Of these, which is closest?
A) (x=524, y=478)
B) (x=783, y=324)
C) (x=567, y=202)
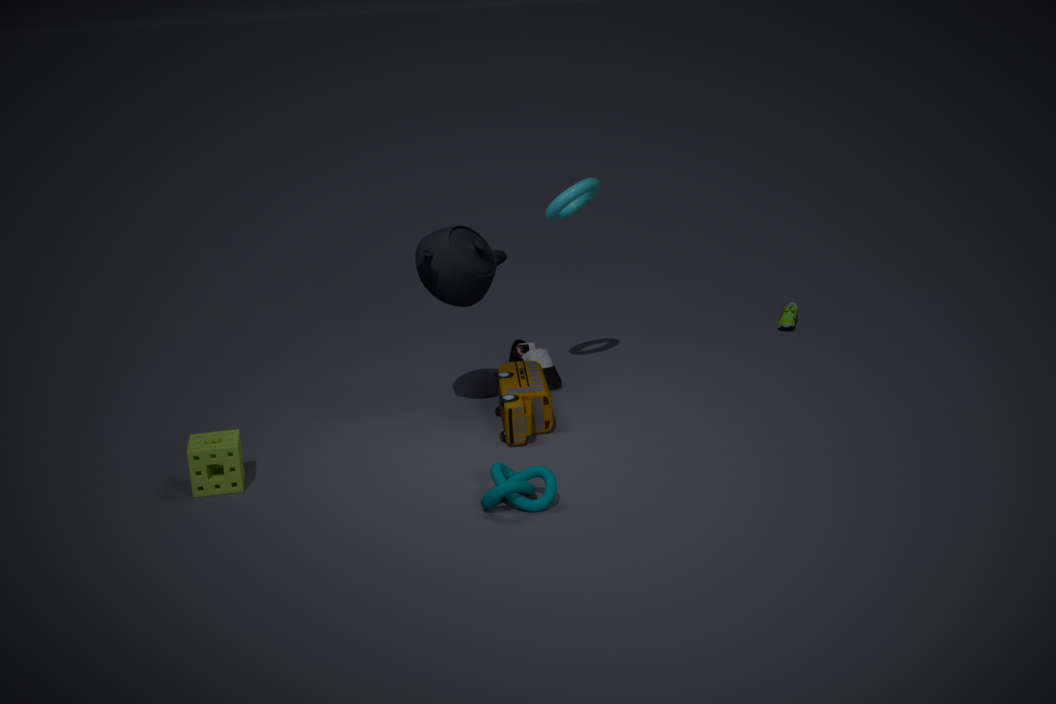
(x=524, y=478)
